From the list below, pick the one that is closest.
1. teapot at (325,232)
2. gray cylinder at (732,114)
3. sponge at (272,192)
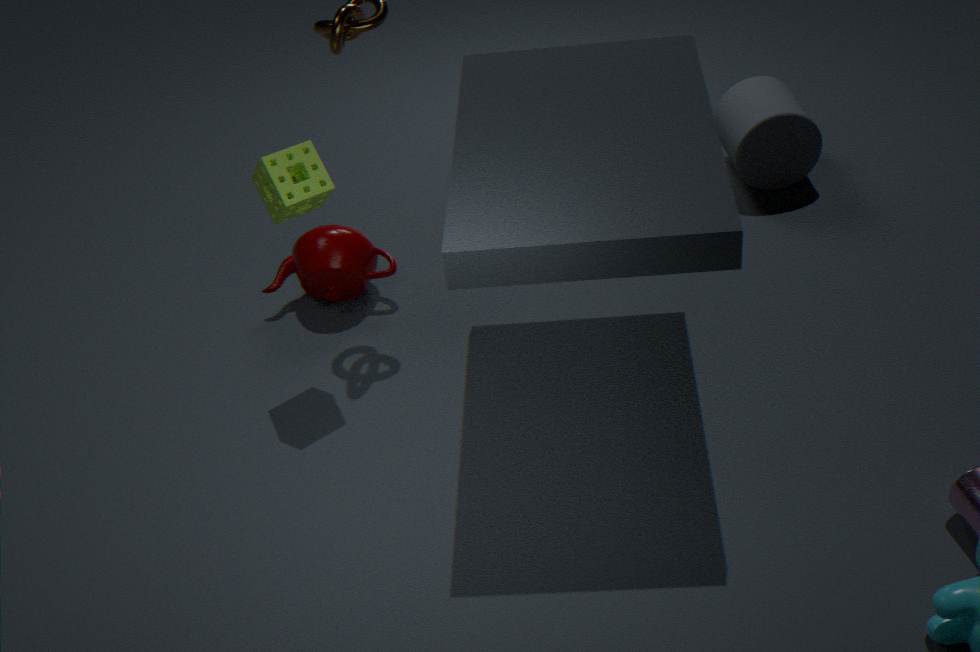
sponge at (272,192)
